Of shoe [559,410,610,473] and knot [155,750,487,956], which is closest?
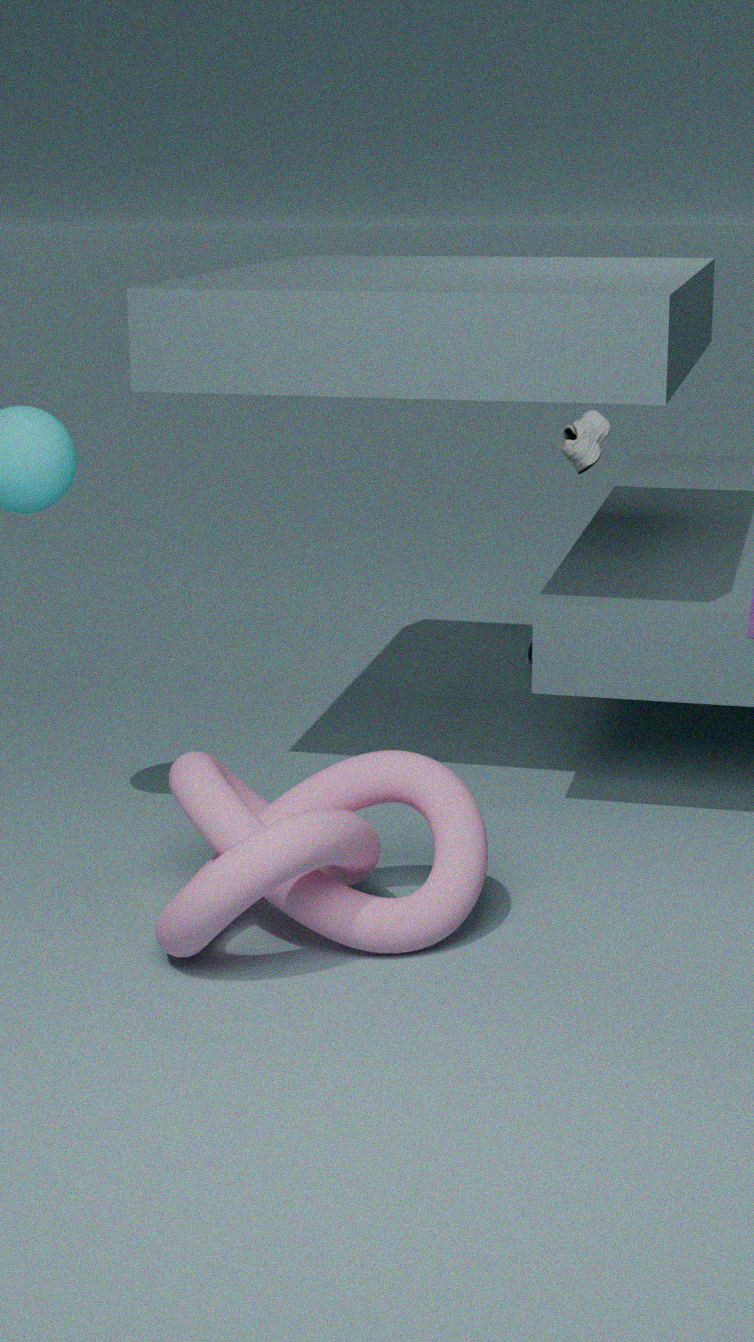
knot [155,750,487,956]
